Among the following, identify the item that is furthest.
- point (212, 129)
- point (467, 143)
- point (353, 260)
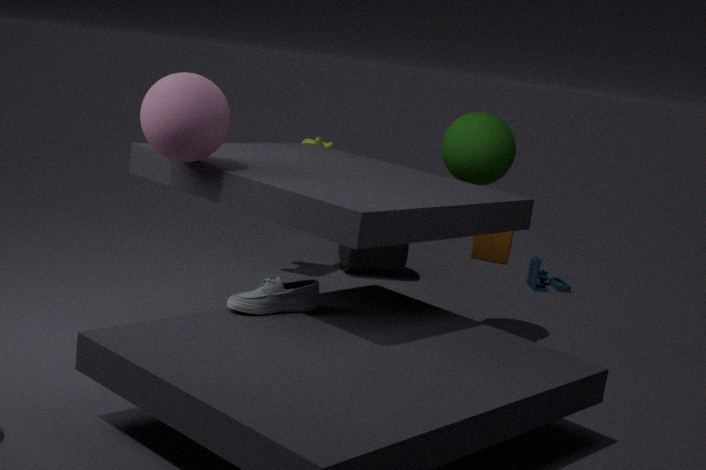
point (353, 260)
